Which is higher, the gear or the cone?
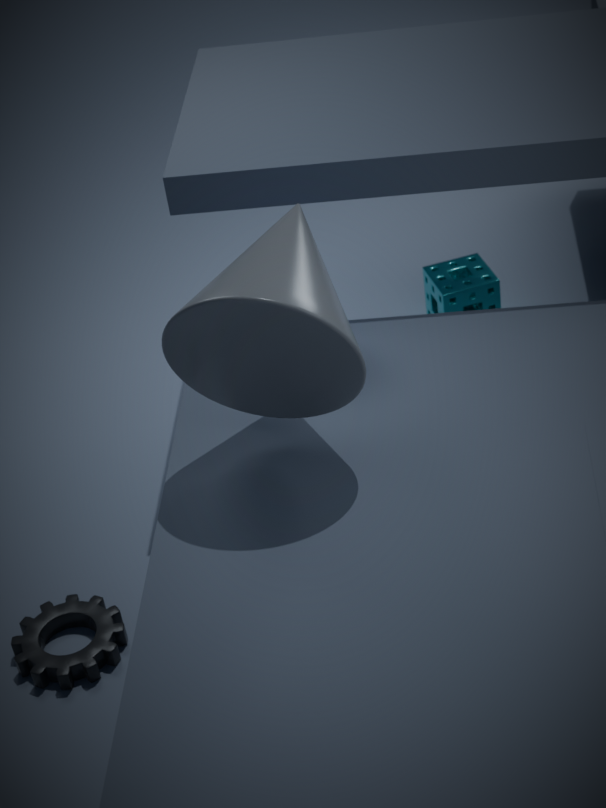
the cone
